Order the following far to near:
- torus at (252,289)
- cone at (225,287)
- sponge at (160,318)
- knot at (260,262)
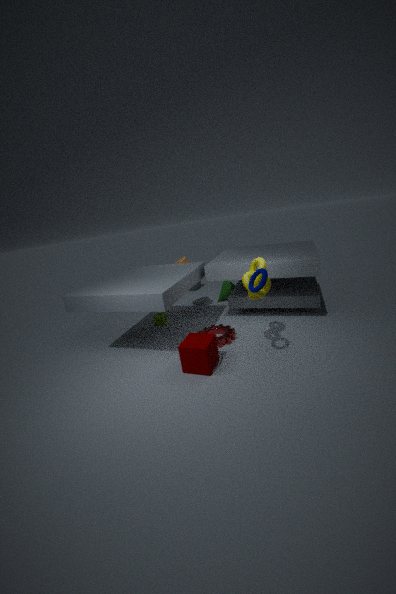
cone at (225,287)
sponge at (160,318)
knot at (260,262)
torus at (252,289)
